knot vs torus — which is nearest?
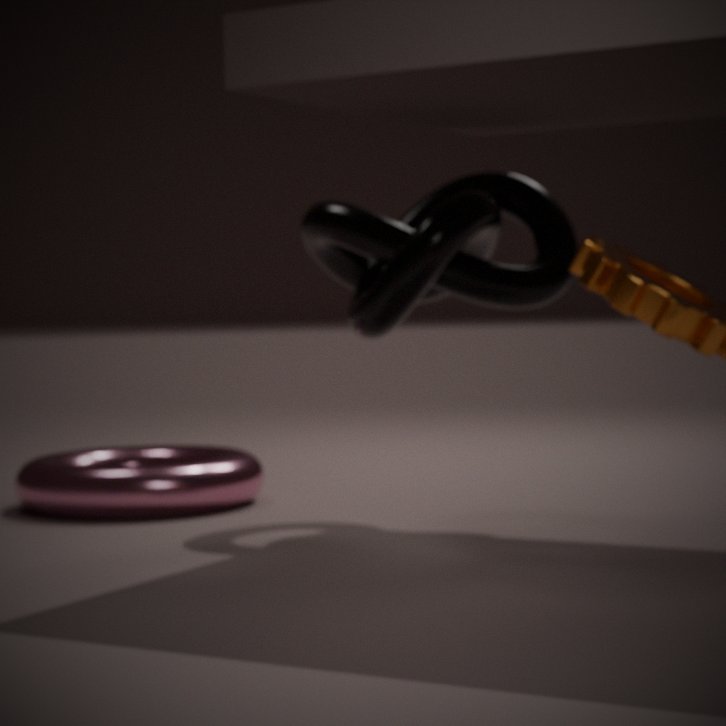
knot
